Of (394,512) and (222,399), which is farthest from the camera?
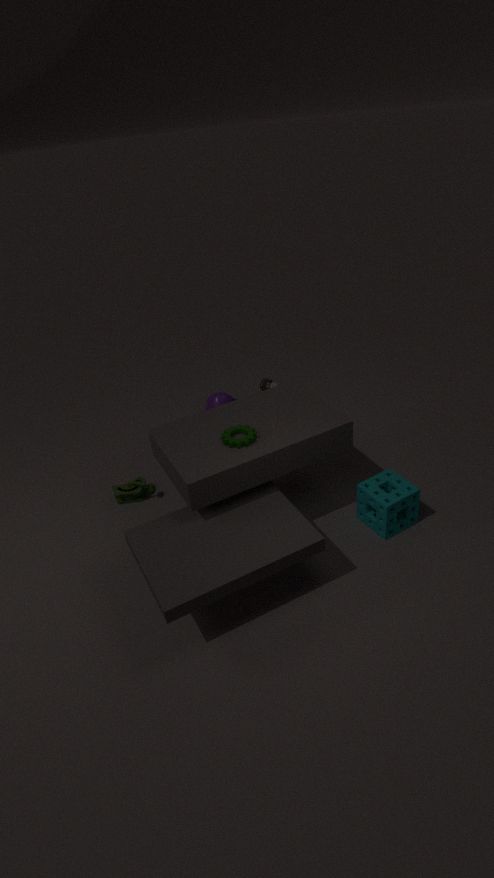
(222,399)
